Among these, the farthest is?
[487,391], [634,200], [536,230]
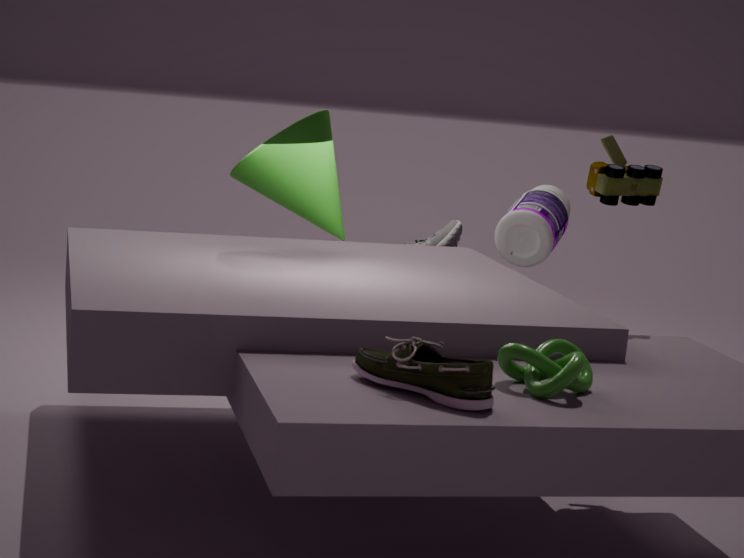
[536,230]
